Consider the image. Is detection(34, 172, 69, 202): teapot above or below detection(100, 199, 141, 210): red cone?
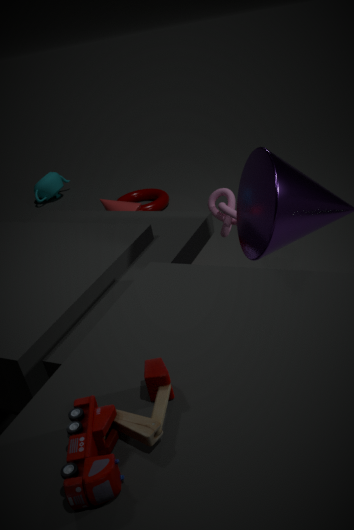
below
